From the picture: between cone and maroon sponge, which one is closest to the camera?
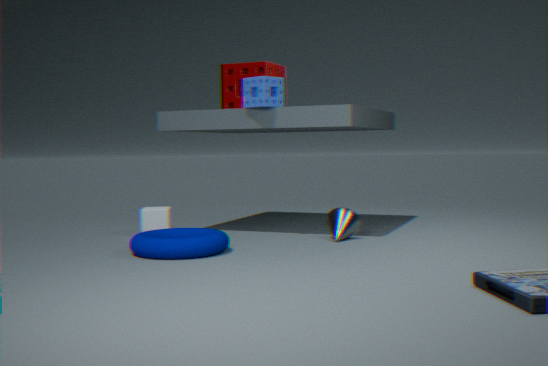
cone
